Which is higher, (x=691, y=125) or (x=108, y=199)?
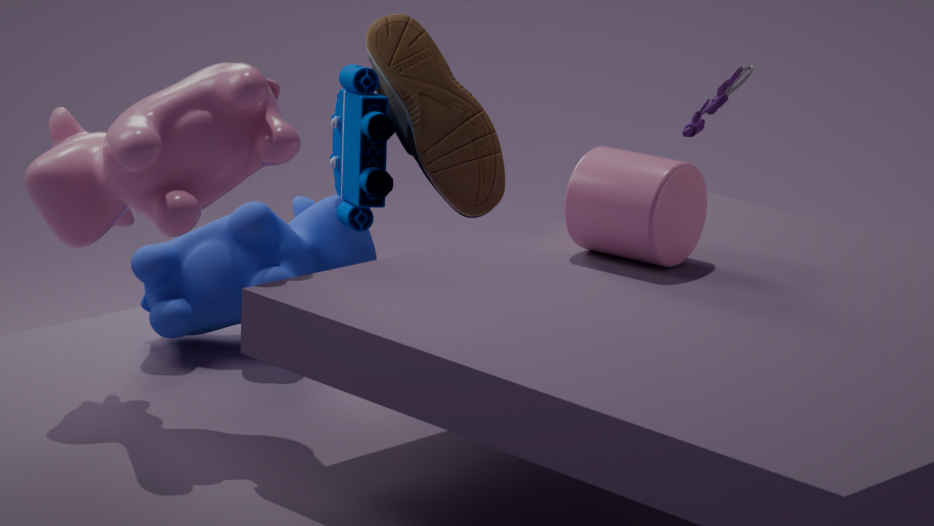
(x=108, y=199)
